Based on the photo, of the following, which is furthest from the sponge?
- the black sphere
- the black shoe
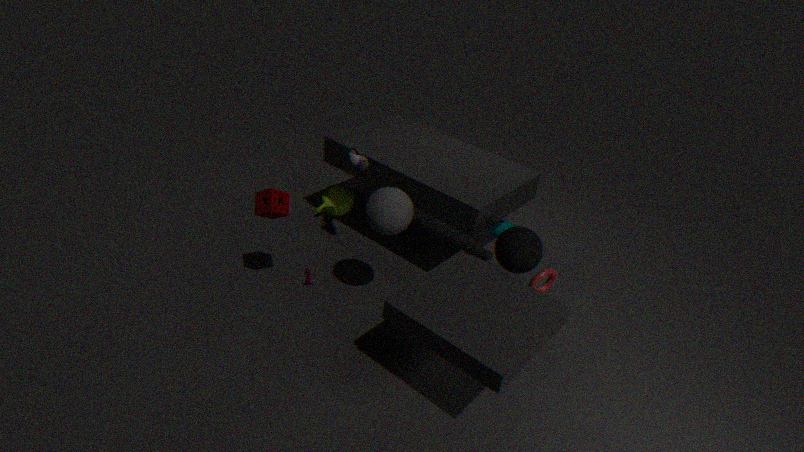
the black sphere
